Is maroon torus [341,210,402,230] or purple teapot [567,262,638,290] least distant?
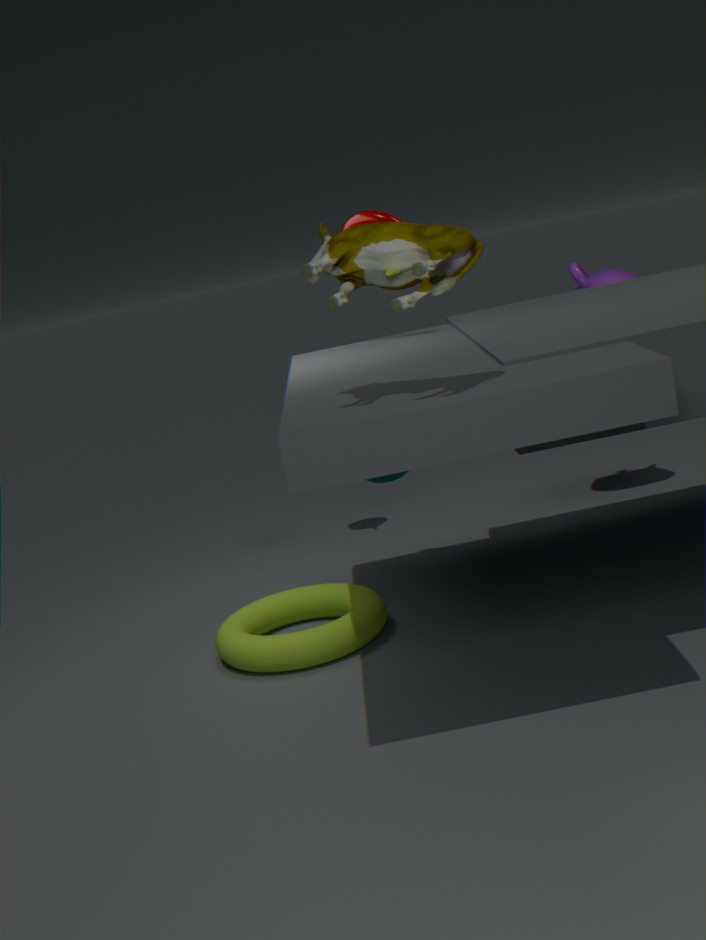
maroon torus [341,210,402,230]
